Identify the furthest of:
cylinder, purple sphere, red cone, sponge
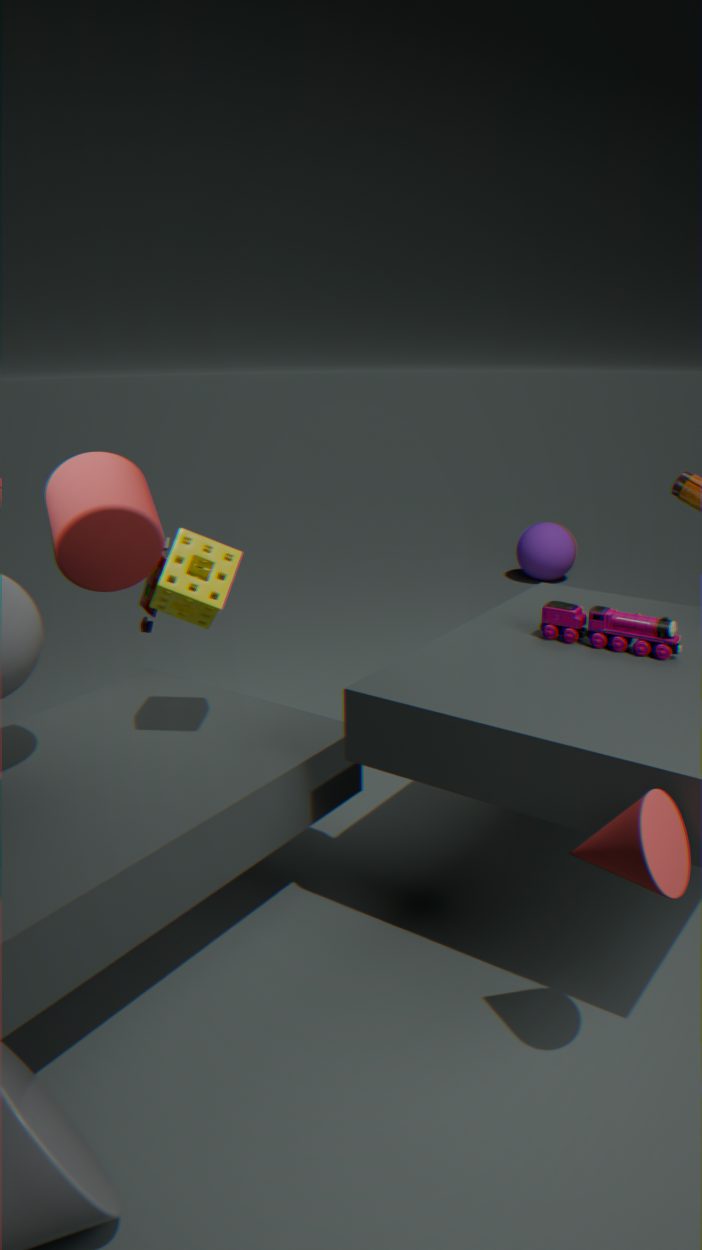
purple sphere
